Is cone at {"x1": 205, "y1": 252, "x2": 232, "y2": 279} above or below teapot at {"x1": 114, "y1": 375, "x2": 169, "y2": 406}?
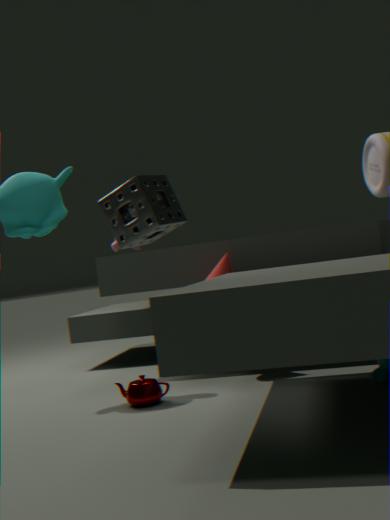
above
